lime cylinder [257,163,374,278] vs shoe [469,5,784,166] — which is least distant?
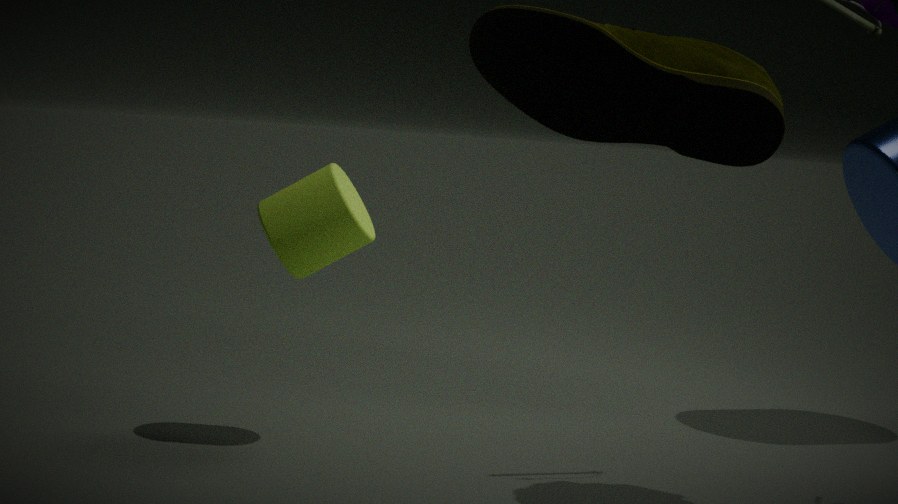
shoe [469,5,784,166]
